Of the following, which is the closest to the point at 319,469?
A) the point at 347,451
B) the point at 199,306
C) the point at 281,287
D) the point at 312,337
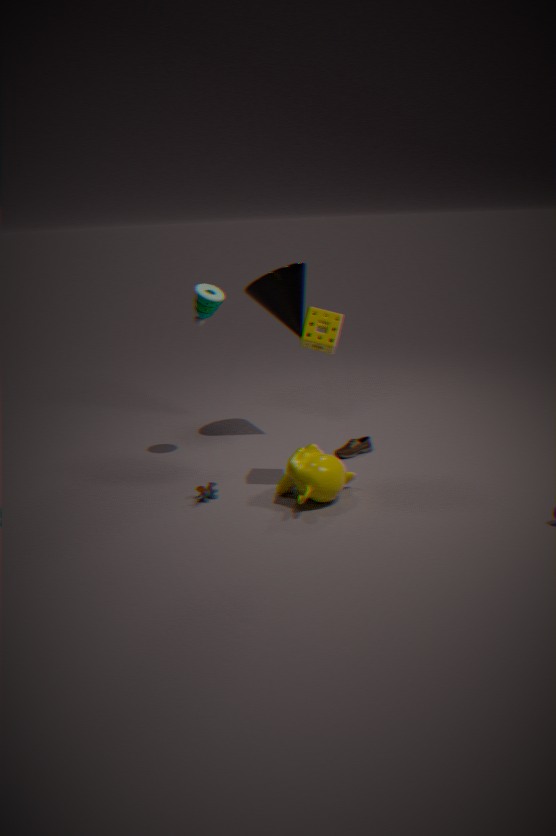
the point at 347,451
